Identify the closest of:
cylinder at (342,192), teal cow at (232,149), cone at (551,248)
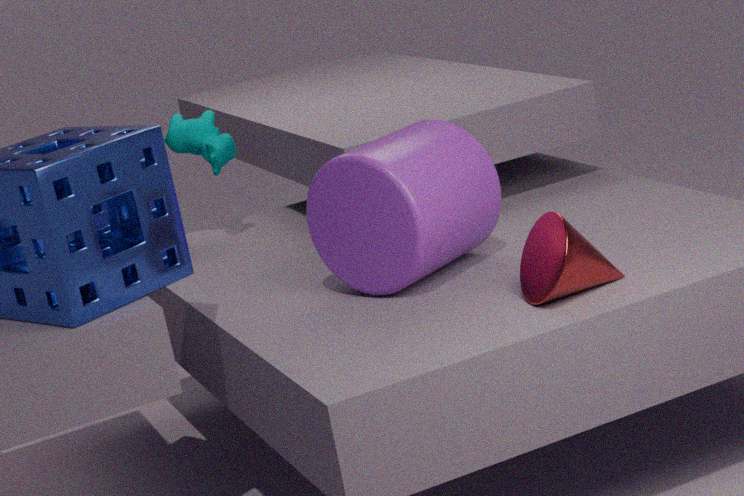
cone at (551,248)
